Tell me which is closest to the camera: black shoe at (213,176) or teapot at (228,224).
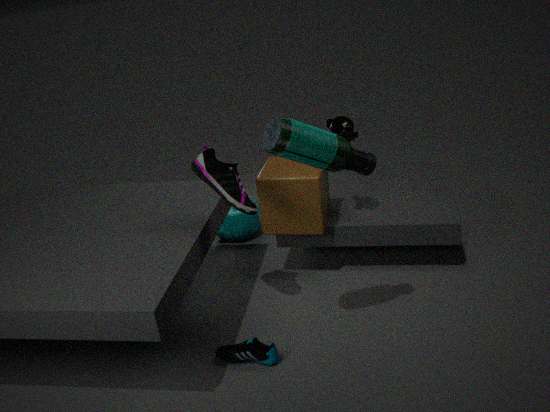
black shoe at (213,176)
